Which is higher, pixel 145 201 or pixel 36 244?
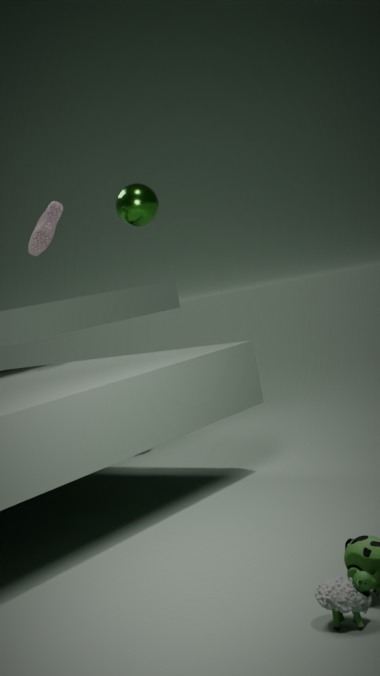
pixel 145 201
